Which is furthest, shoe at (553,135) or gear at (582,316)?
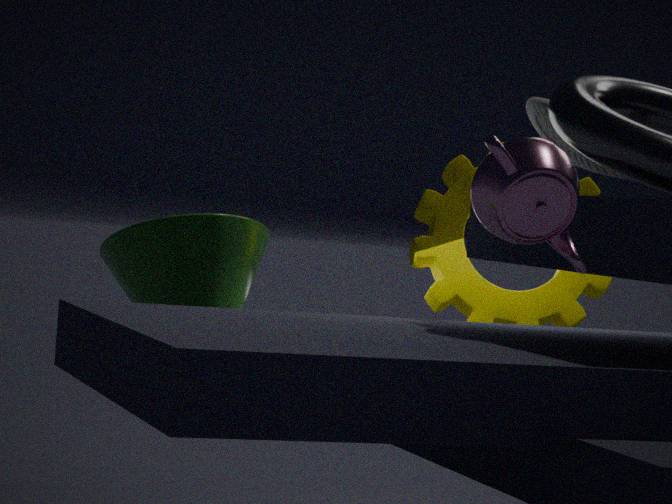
gear at (582,316)
